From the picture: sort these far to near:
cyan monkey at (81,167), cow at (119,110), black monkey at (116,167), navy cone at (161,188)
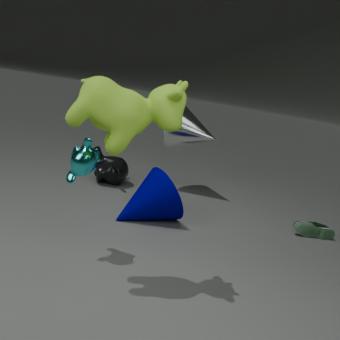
black monkey at (116,167), navy cone at (161,188), cyan monkey at (81,167), cow at (119,110)
